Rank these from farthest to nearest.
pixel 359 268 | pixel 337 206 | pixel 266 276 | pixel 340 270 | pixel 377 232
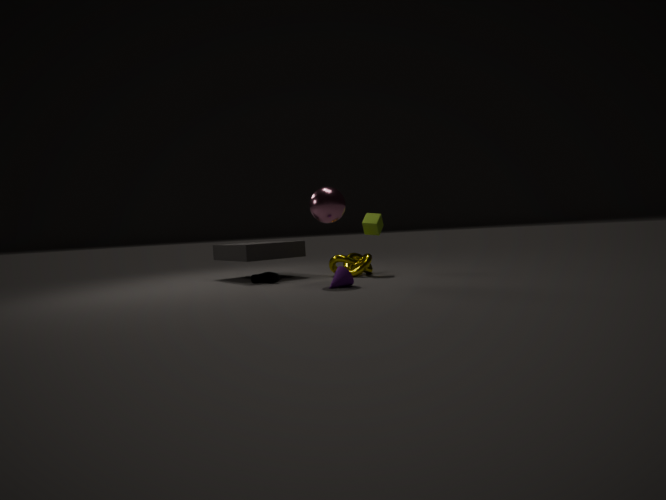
pixel 377 232, pixel 359 268, pixel 266 276, pixel 337 206, pixel 340 270
